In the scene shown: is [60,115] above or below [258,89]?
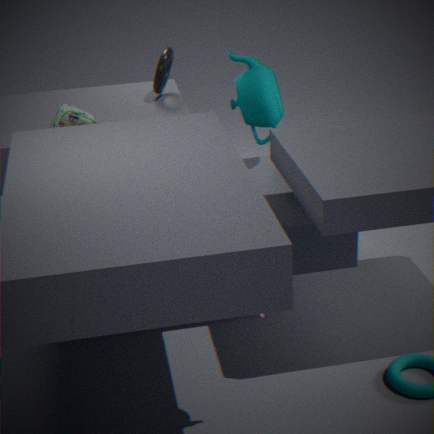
above
